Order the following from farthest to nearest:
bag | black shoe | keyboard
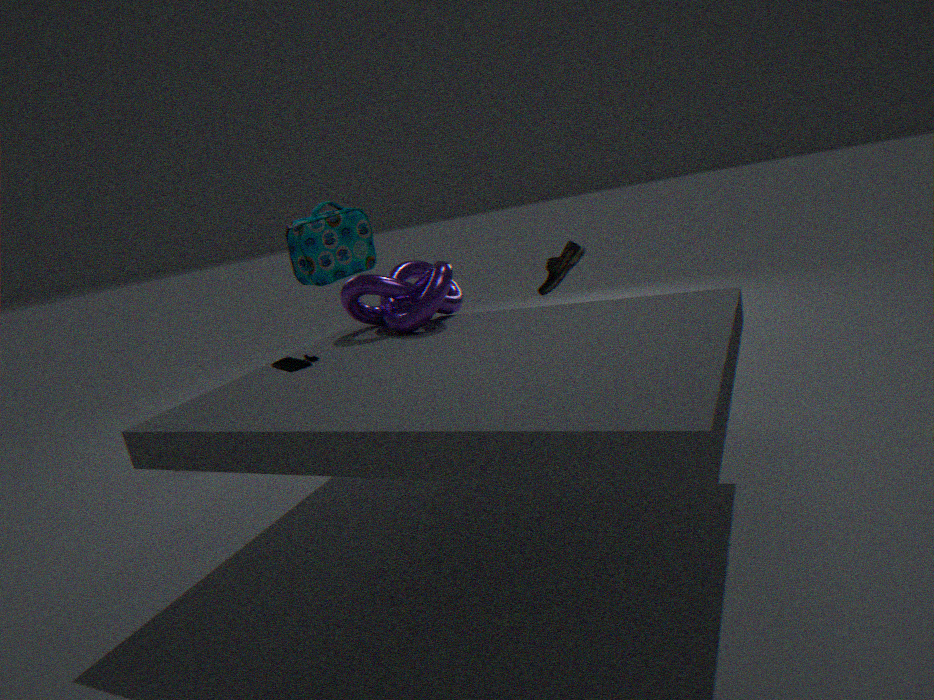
1. bag
2. black shoe
3. keyboard
